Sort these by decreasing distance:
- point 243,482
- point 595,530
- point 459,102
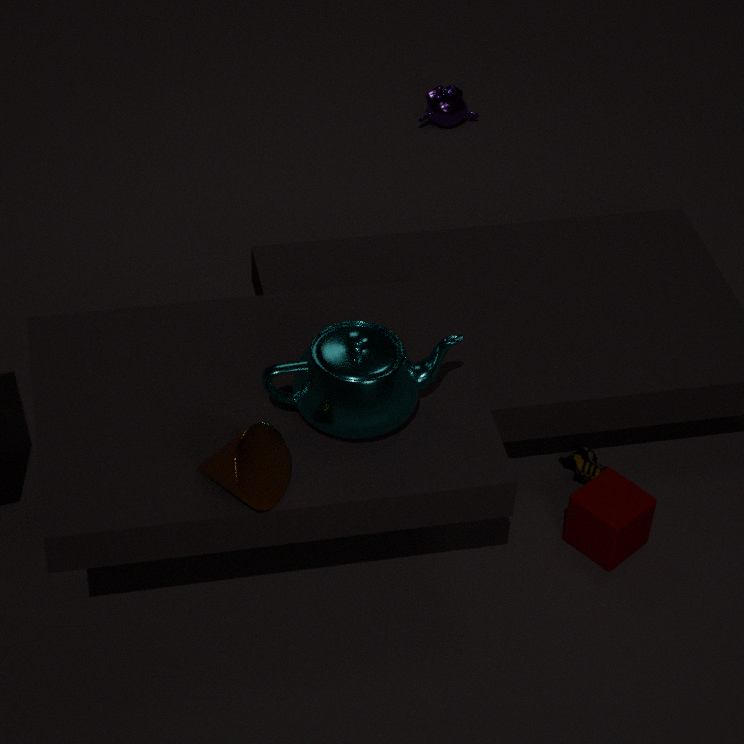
point 459,102, point 595,530, point 243,482
